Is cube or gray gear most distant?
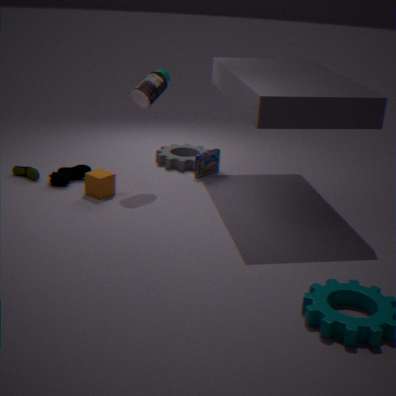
gray gear
